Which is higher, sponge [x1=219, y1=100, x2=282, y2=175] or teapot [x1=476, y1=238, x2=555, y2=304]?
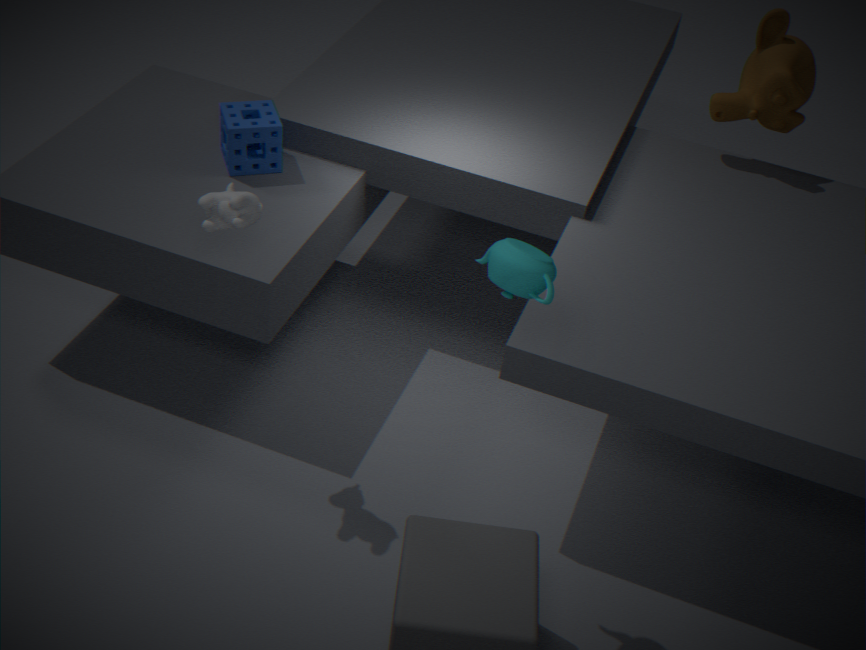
teapot [x1=476, y1=238, x2=555, y2=304]
